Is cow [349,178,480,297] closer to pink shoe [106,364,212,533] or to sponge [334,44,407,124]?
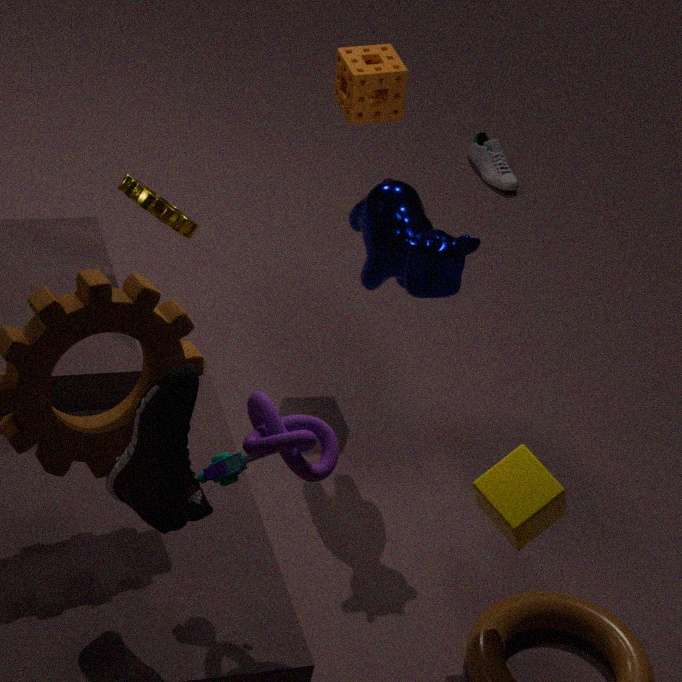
sponge [334,44,407,124]
